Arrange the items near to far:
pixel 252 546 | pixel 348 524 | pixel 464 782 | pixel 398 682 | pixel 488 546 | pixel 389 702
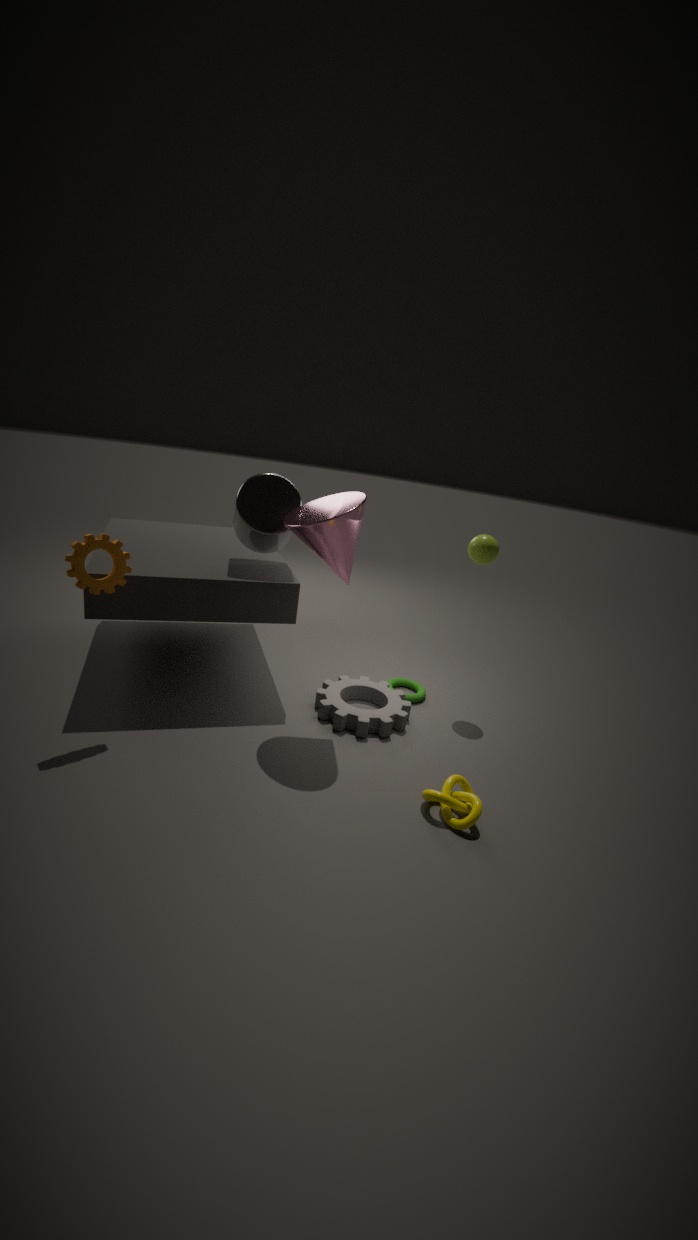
pixel 464 782 < pixel 348 524 < pixel 389 702 < pixel 488 546 < pixel 252 546 < pixel 398 682
